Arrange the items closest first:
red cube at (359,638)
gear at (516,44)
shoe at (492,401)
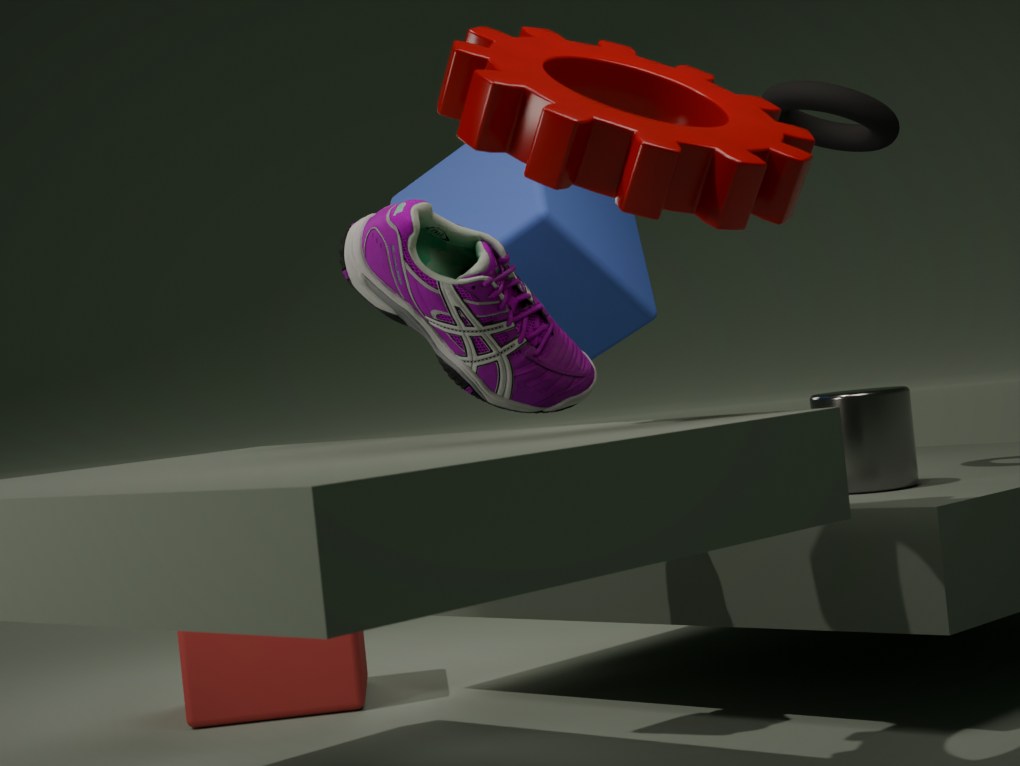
gear at (516,44) < shoe at (492,401) < red cube at (359,638)
